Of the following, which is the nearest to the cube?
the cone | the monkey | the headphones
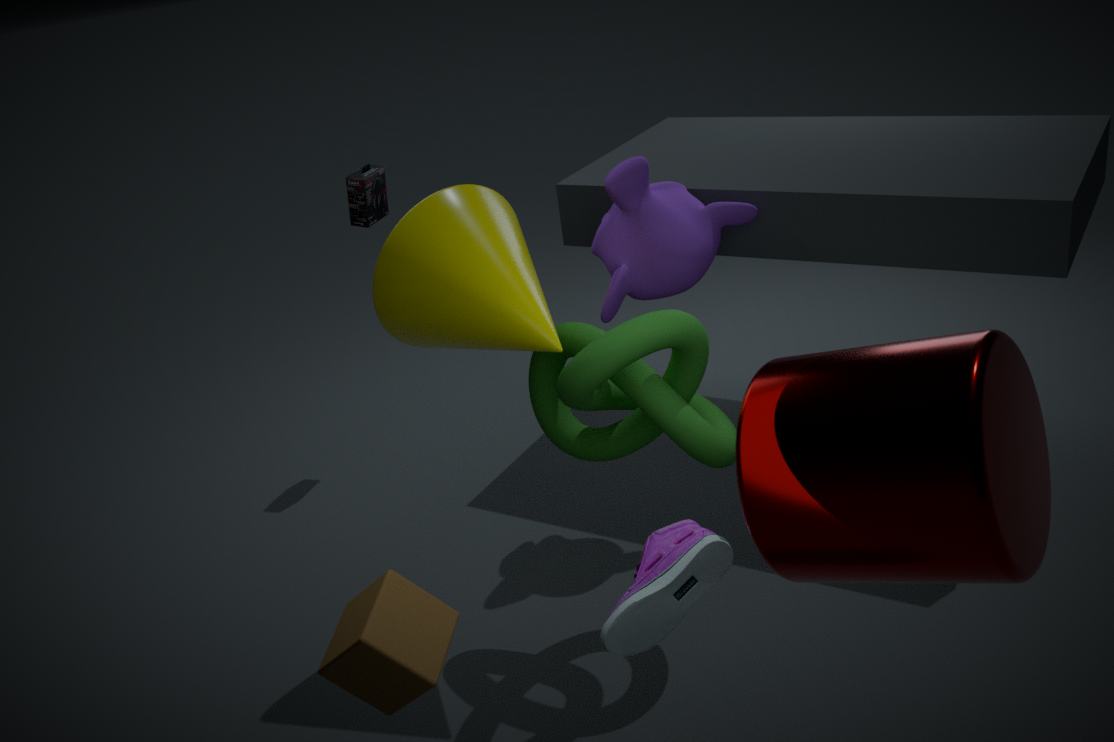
the cone
